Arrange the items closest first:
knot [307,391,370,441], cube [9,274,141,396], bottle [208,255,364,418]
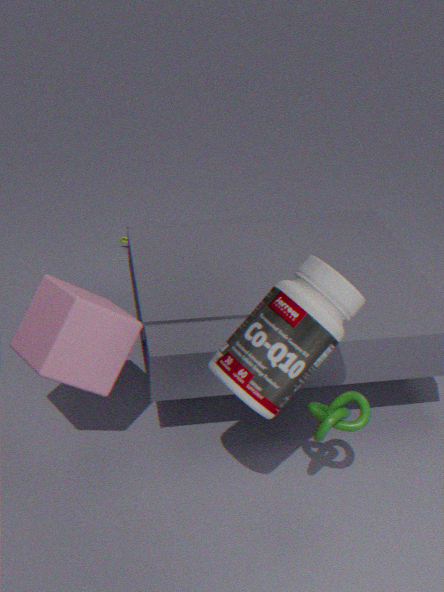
bottle [208,255,364,418], knot [307,391,370,441], cube [9,274,141,396]
